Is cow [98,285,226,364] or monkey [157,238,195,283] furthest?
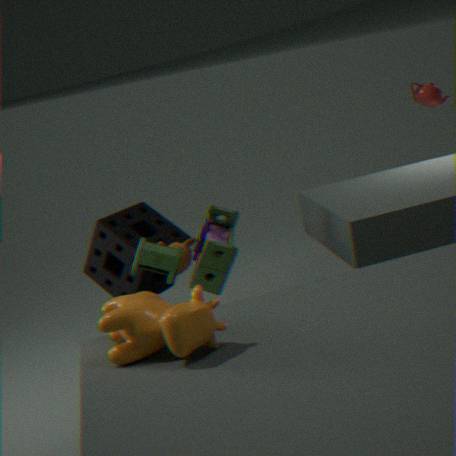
monkey [157,238,195,283]
